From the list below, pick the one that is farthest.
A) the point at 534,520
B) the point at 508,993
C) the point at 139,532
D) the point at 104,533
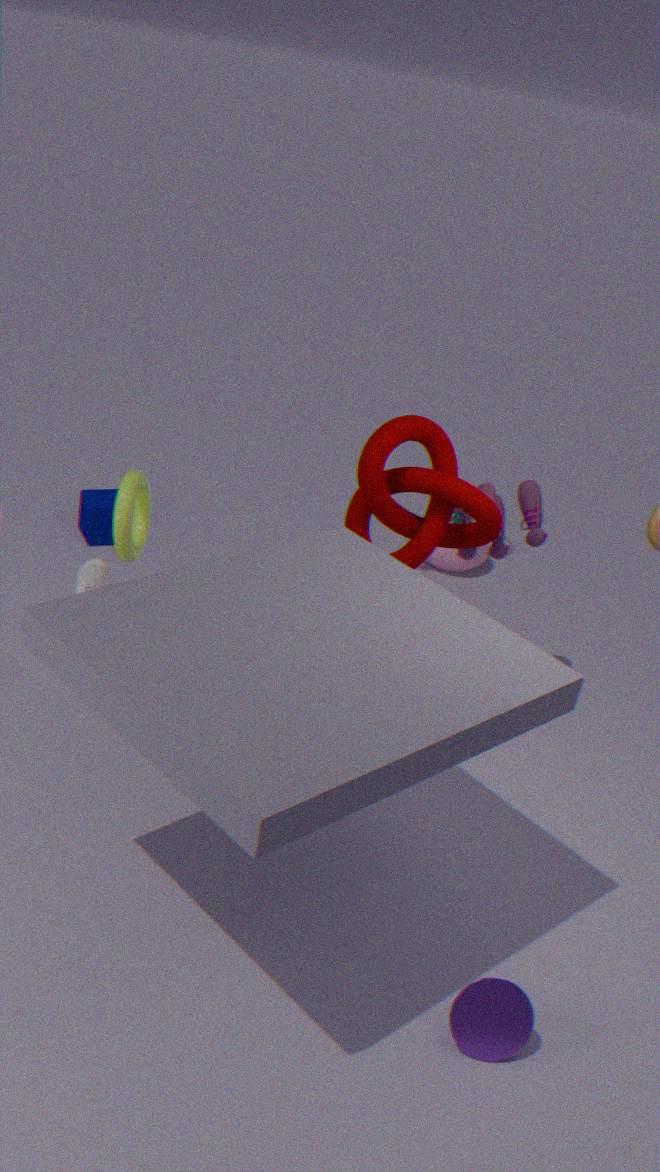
the point at 104,533
